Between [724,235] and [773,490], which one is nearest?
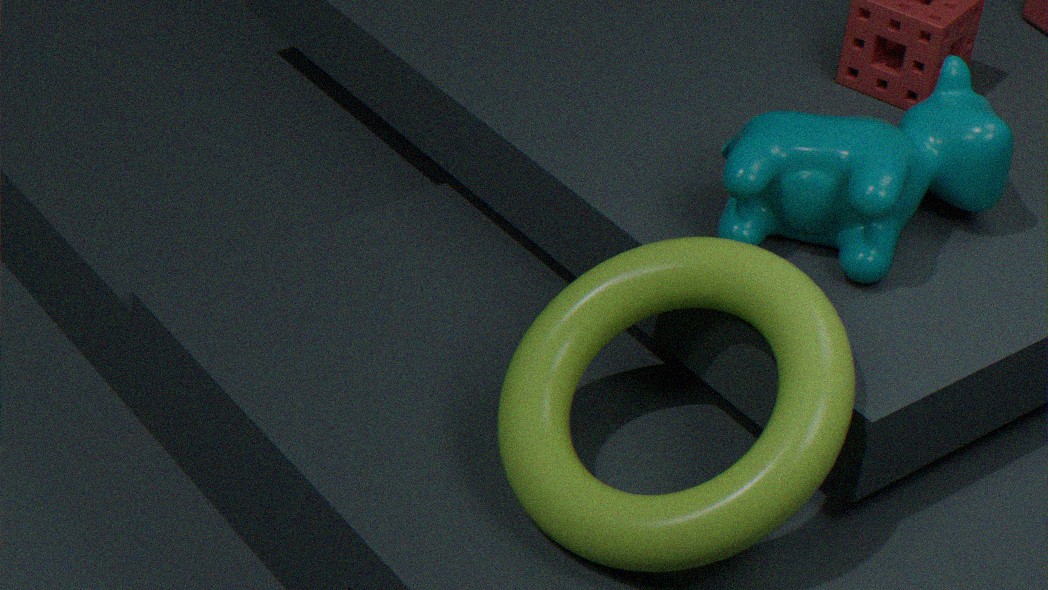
[773,490]
